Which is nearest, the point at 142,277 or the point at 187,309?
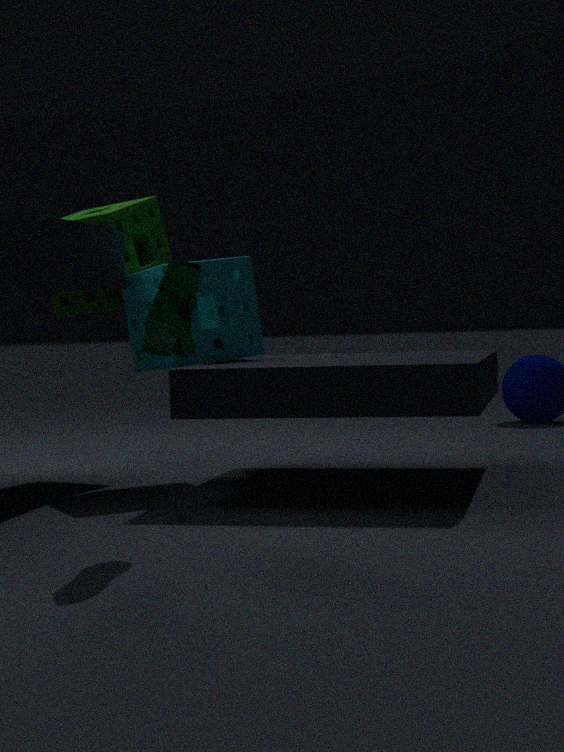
the point at 187,309
